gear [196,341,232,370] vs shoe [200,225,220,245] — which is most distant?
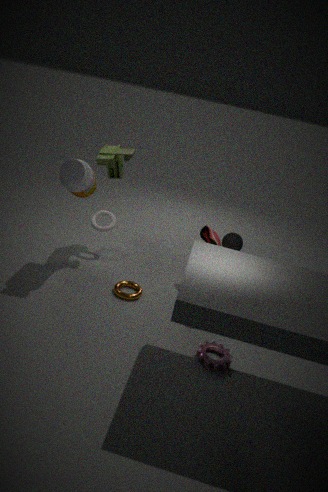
shoe [200,225,220,245]
